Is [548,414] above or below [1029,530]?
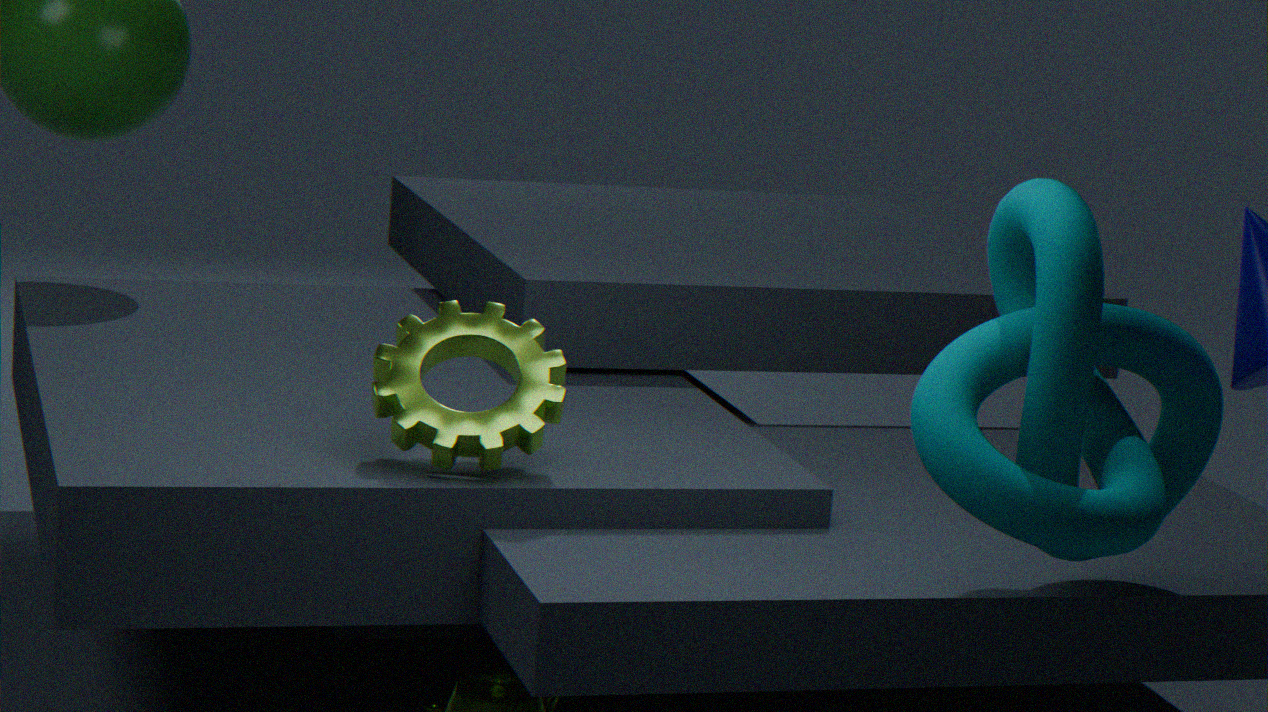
below
